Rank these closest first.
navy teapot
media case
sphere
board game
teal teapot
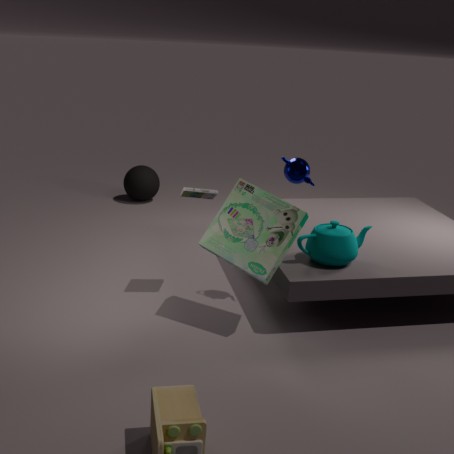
board game, teal teapot, navy teapot, media case, sphere
